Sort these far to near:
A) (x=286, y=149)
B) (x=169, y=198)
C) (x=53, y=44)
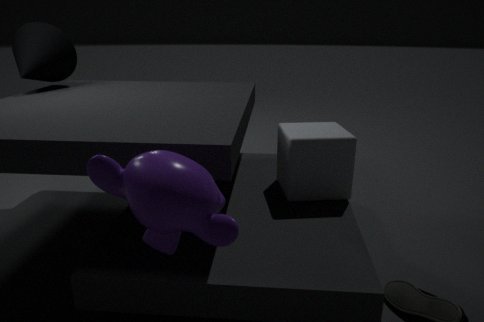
(x=53, y=44), (x=286, y=149), (x=169, y=198)
